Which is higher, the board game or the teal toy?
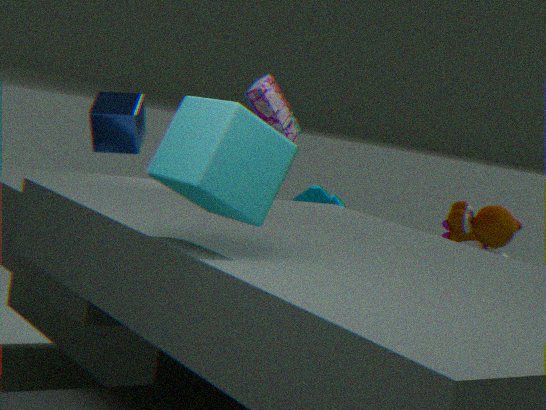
the board game
